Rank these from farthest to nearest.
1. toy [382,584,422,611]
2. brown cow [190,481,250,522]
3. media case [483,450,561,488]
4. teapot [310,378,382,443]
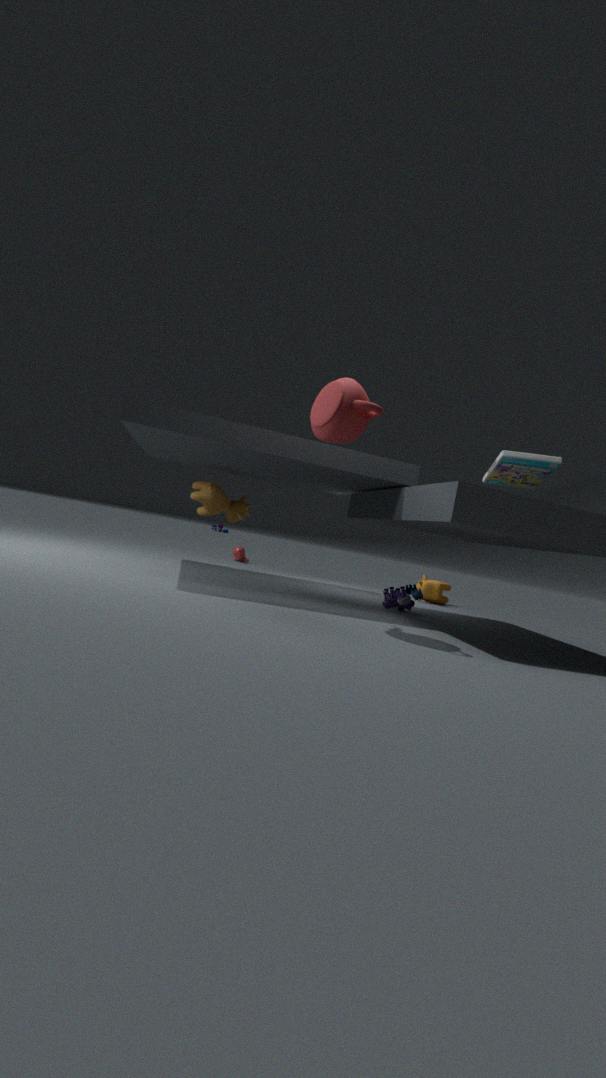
brown cow [190,481,250,522] → toy [382,584,422,611] → media case [483,450,561,488] → teapot [310,378,382,443]
